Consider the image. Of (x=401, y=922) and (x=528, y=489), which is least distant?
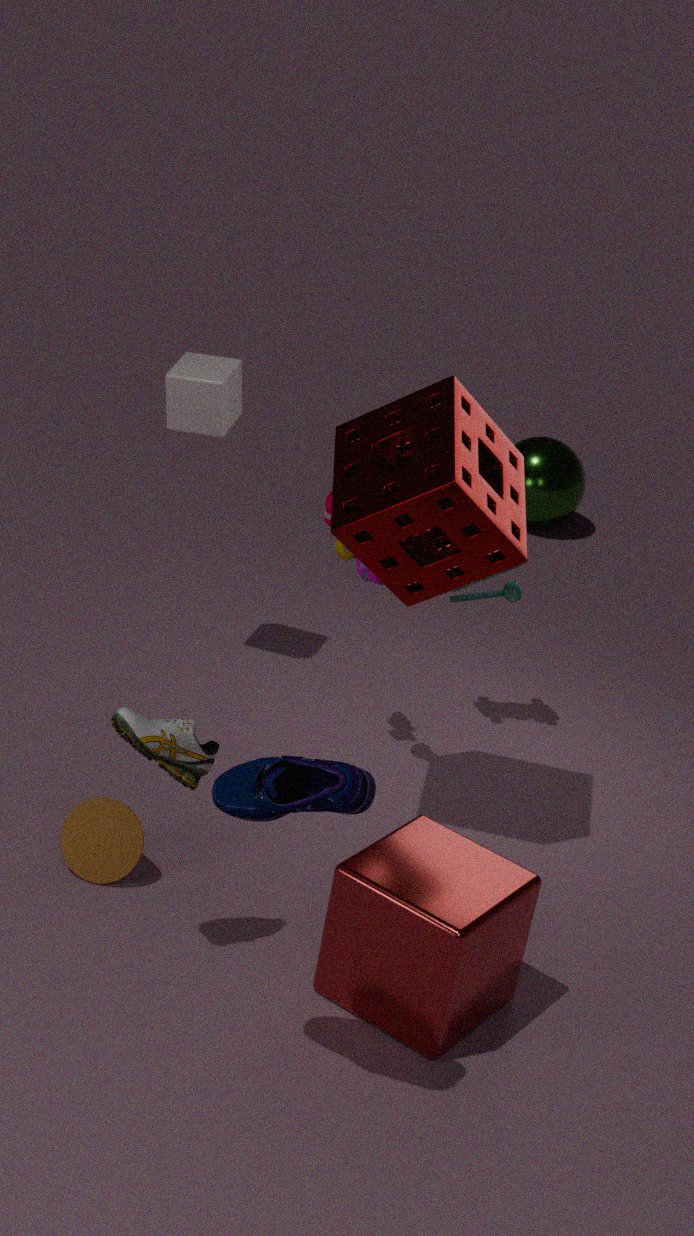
(x=401, y=922)
